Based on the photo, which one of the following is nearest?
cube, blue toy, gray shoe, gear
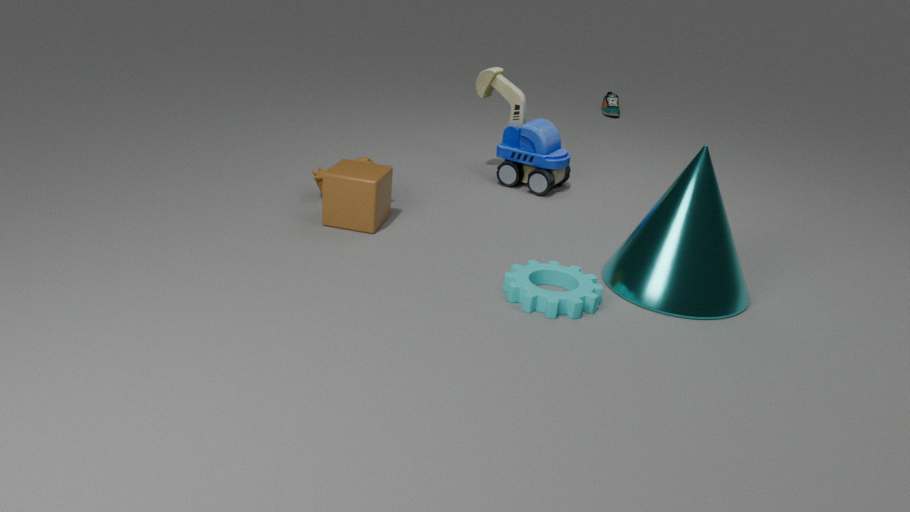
gear
